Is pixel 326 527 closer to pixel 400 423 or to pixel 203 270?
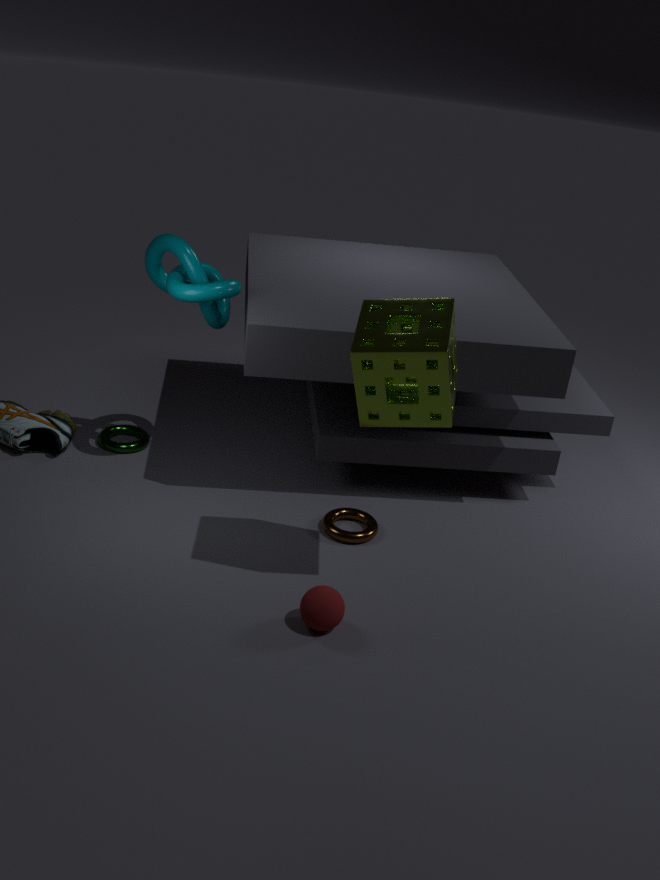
pixel 400 423
